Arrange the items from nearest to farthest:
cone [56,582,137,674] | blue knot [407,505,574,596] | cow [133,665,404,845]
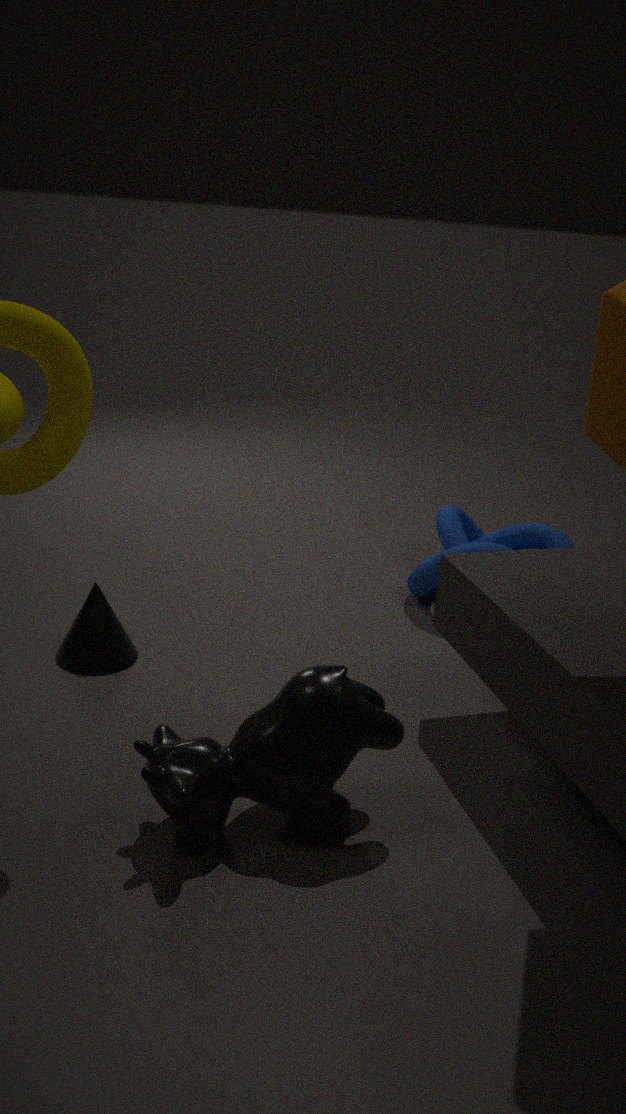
cow [133,665,404,845], cone [56,582,137,674], blue knot [407,505,574,596]
